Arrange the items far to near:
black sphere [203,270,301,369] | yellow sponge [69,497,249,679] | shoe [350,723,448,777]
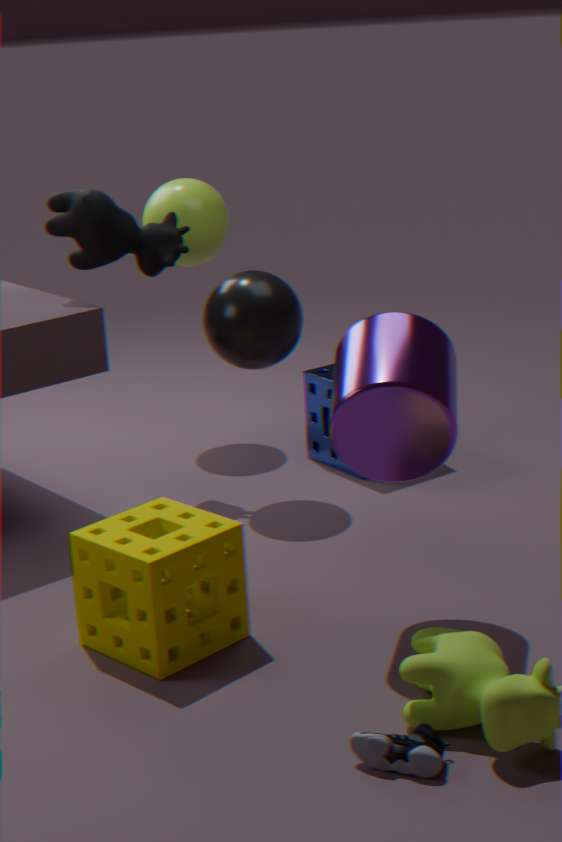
black sphere [203,270,301,369]
yellow sponge [69,497,249,679]
shoe [350,723,448,777]
